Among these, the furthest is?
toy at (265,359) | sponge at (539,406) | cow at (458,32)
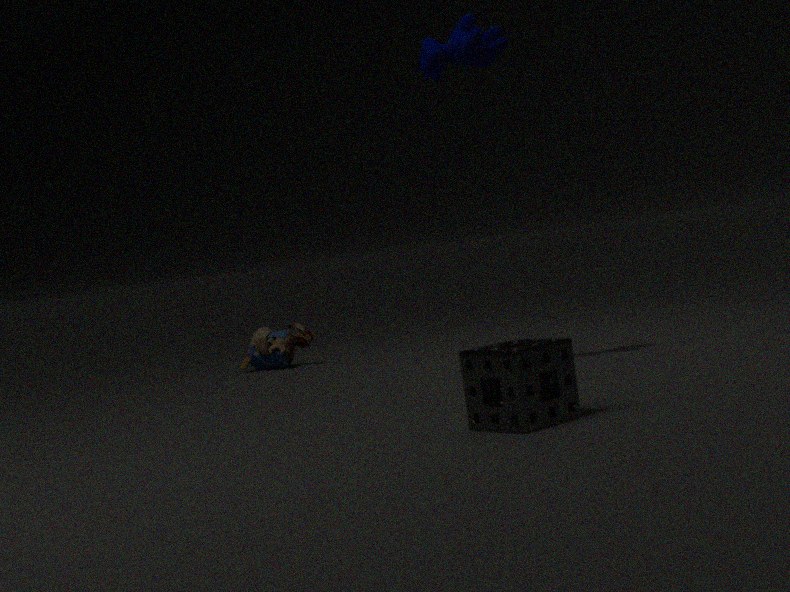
toy at (265,359)
